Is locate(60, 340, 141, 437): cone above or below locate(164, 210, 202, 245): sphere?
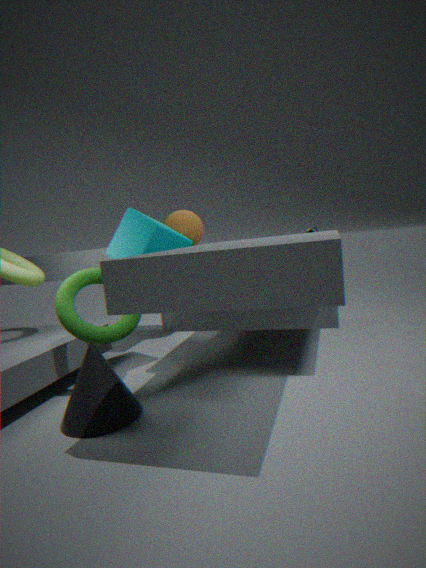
below
